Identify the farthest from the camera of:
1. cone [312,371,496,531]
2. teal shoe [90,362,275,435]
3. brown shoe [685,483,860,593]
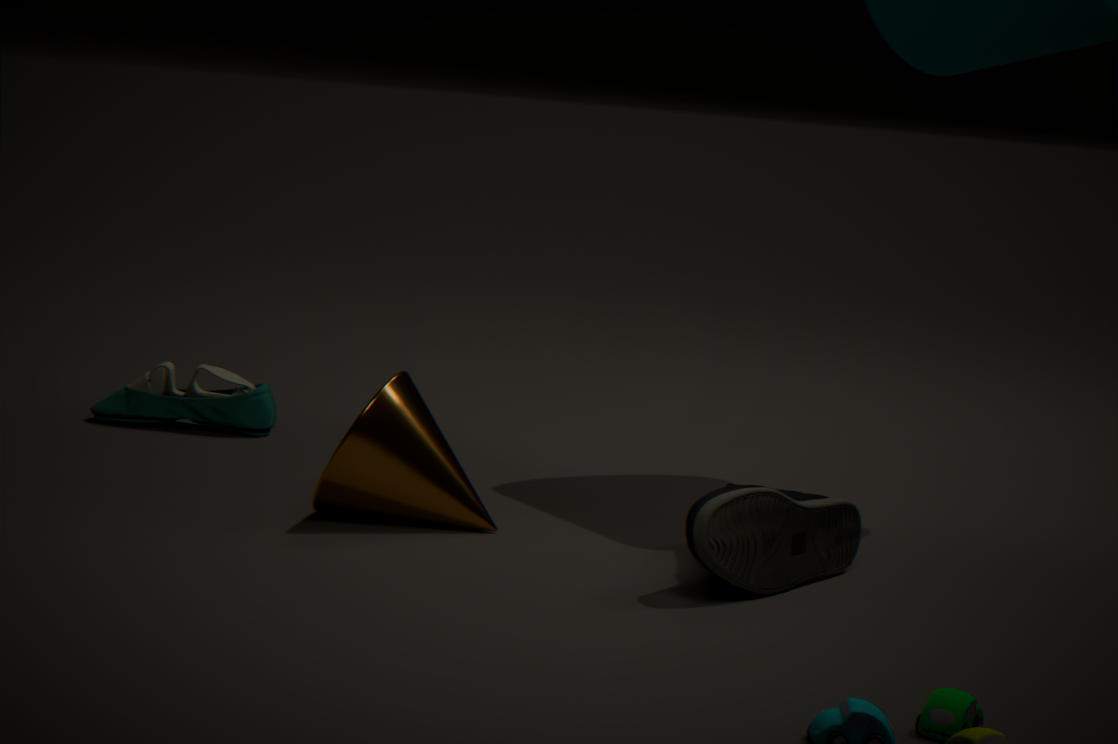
teal shoe [90,362,275,435]
